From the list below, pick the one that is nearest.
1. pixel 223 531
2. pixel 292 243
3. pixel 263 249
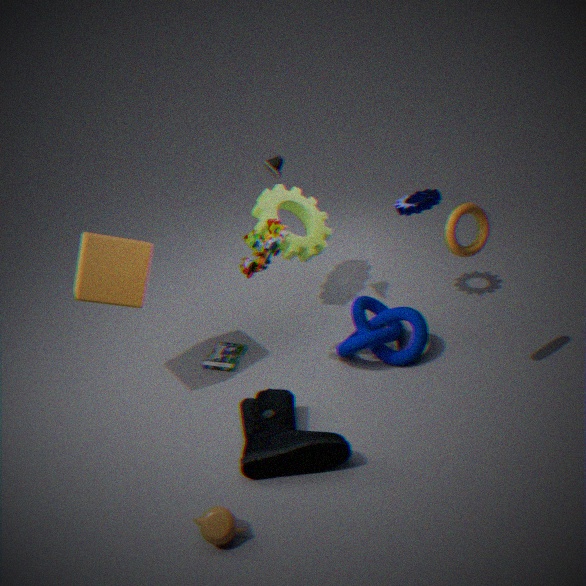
pixel 223 531
